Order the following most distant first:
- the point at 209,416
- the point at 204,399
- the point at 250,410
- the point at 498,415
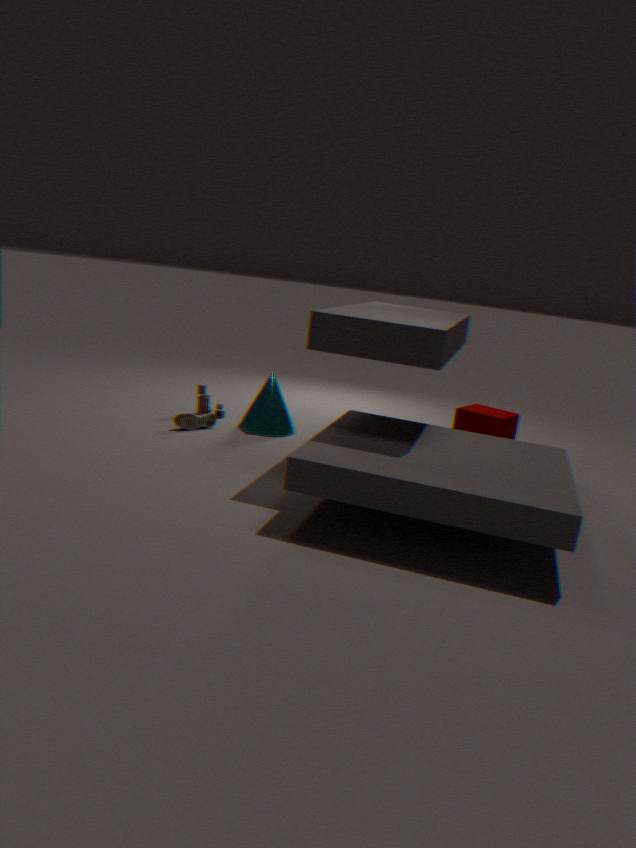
the point at 204,399
the point at 250,410
the point at 209,416
the point at 498,415
